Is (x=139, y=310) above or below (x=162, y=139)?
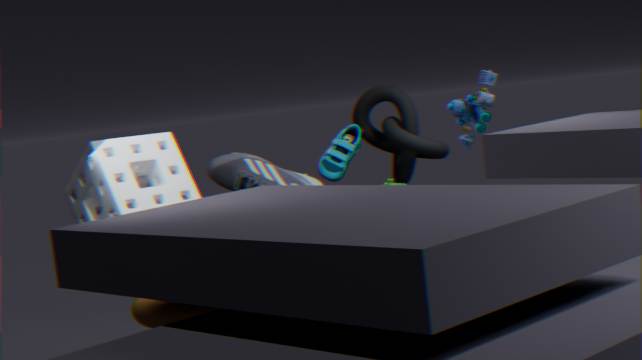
below
